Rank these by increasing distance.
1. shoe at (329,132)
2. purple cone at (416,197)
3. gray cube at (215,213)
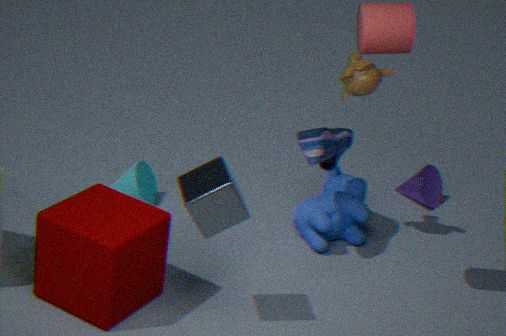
gray cube at (215,213), shoe at (329,132), purple cone at (416,197)
